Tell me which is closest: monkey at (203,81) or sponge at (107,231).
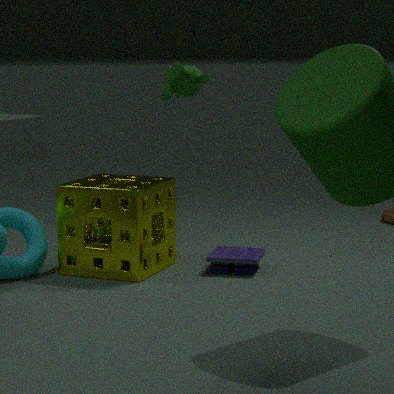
sponge at (107,231)
